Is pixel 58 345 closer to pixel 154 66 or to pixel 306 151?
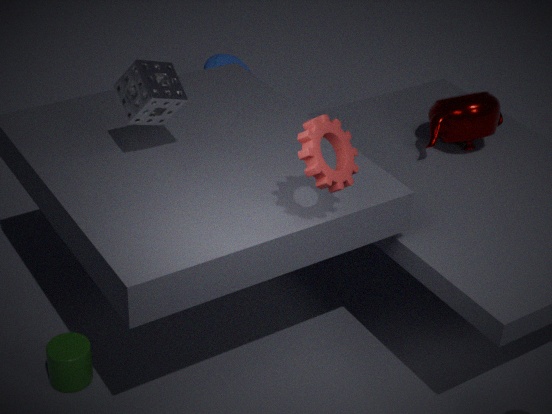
pixel 154 66
